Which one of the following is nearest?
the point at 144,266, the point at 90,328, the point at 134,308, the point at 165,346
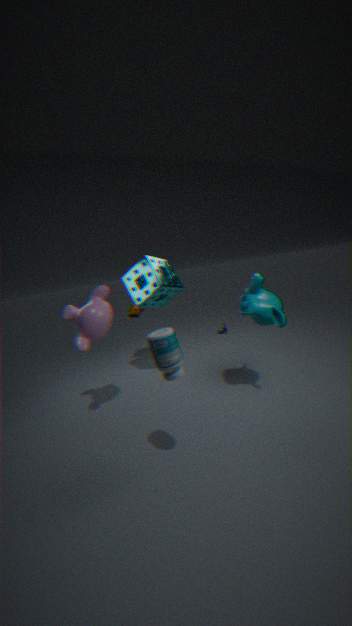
the point at 165,346
